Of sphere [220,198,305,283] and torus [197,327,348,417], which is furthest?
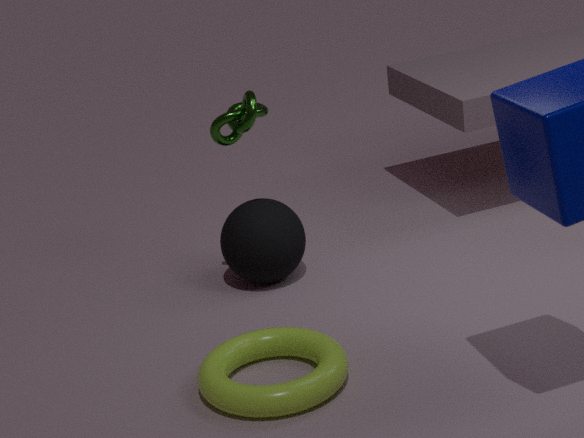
sphere [220,198,305,283]
